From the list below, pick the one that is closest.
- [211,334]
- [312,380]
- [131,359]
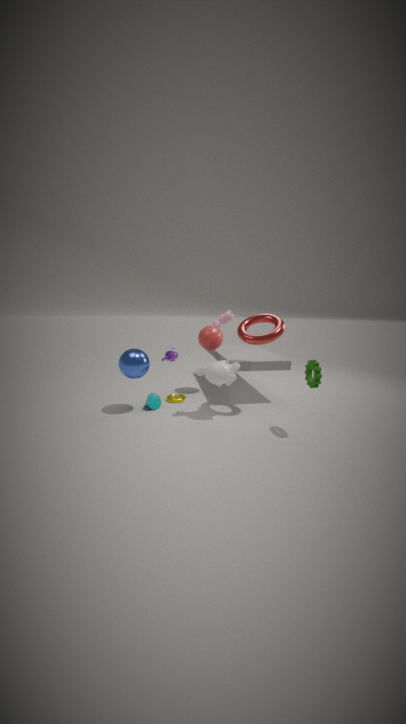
[312,380]
